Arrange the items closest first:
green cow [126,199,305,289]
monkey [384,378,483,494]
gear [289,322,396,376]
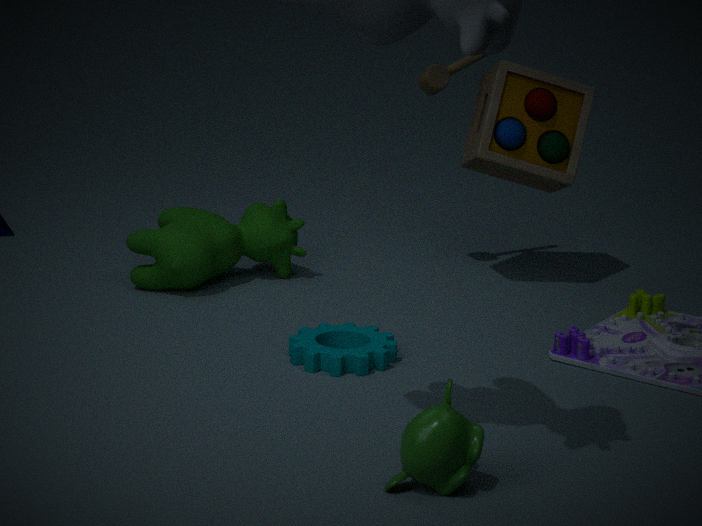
monkey [384,378,483,494] → gear [289,322,396,376] → green cow [126,199,305,289]
